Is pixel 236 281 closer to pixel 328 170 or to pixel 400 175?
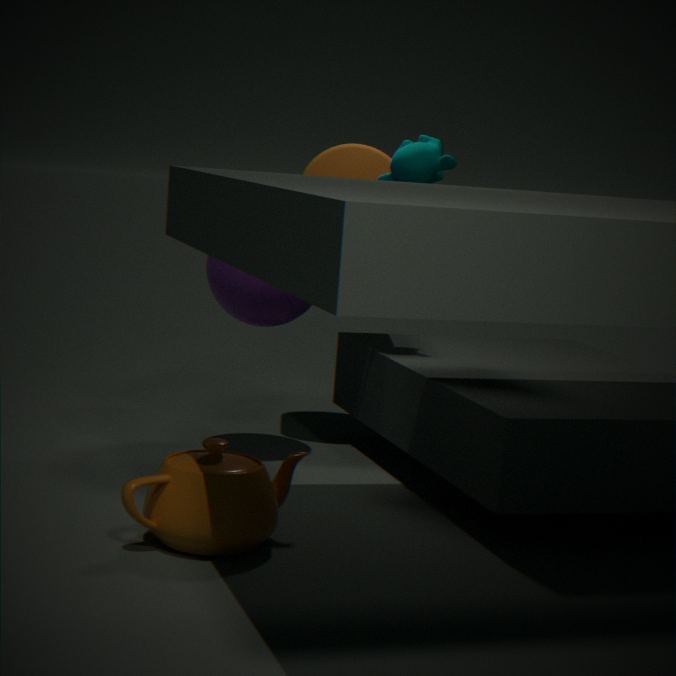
pixel 328 170
